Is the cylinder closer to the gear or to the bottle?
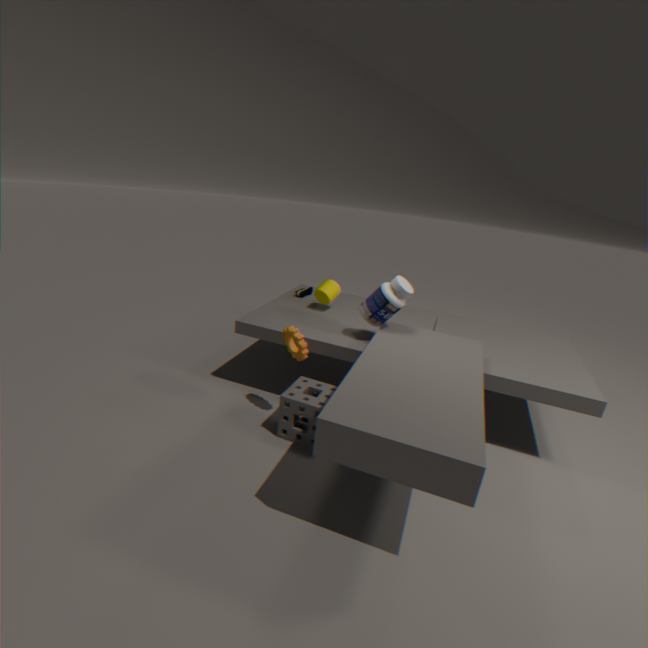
the bottle
